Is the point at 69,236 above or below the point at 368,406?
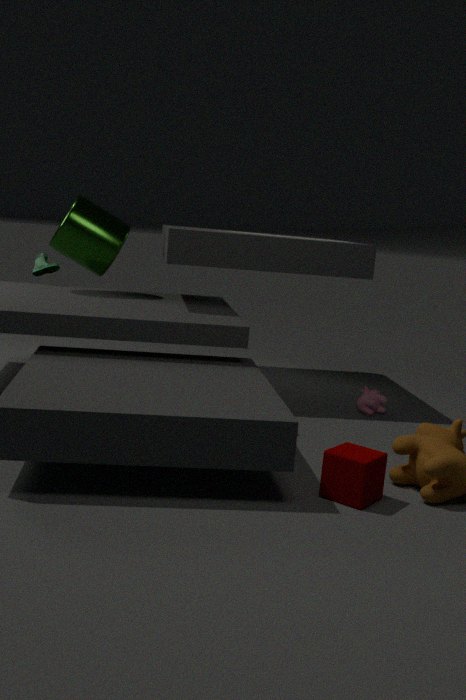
above
